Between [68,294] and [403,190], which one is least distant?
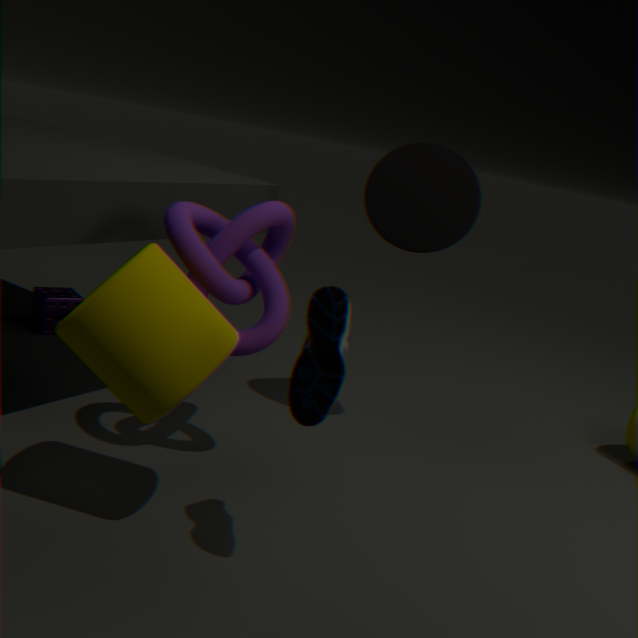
[403,190]
